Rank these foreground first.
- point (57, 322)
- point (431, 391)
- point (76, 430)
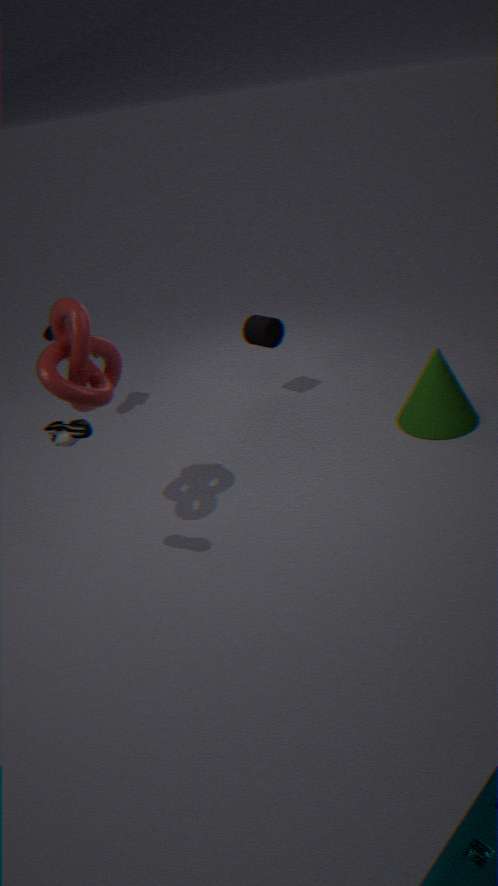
1. point (76, 430)
2. point (57, 322)
3. point (431, 391)
